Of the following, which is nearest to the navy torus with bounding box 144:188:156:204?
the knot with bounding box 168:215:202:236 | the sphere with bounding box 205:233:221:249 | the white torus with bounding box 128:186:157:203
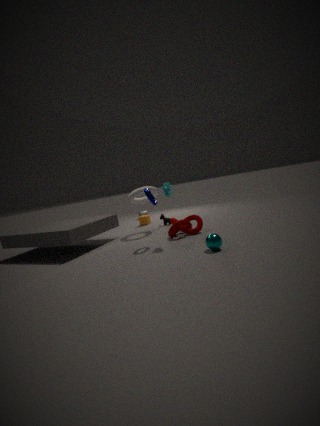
the knot with bounding box 168:215:202:236
